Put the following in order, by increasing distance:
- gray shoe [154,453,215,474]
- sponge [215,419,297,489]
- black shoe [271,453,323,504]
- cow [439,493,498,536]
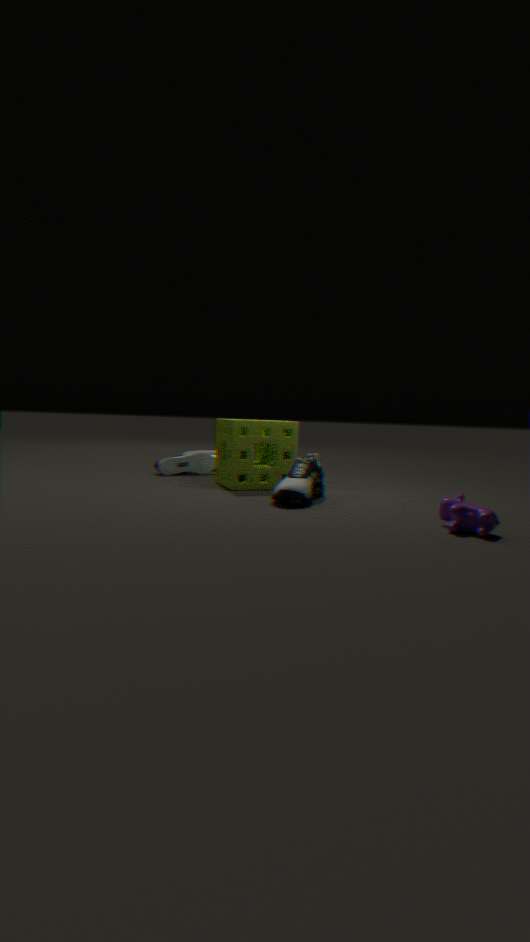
cow [439,493,498,536], black shoe [271,453,323,504], sponge [215,419,297,489], gray shoe [154,453,215,474]
